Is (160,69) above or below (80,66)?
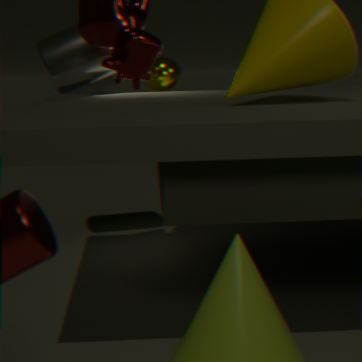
below
